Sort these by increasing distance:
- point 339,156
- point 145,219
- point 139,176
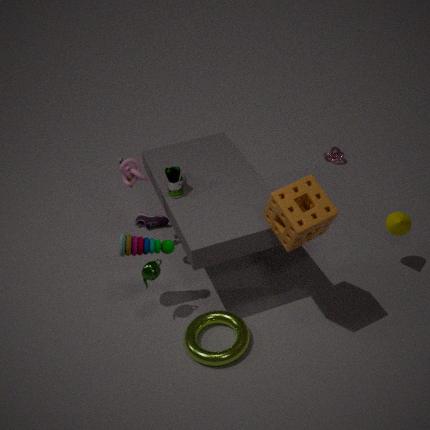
1. point 139,176
2. point 145,219
3. point 339,156
